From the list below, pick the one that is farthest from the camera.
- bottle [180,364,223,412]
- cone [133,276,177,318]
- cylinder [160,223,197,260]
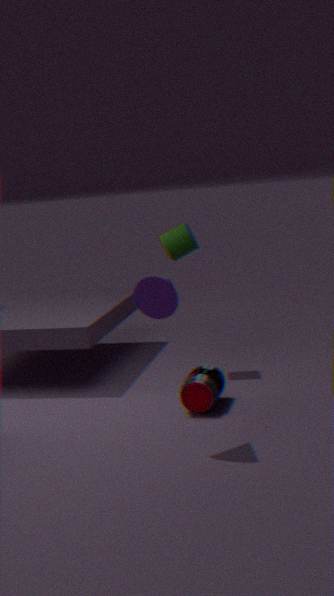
cylinder [160,223,197,260]
